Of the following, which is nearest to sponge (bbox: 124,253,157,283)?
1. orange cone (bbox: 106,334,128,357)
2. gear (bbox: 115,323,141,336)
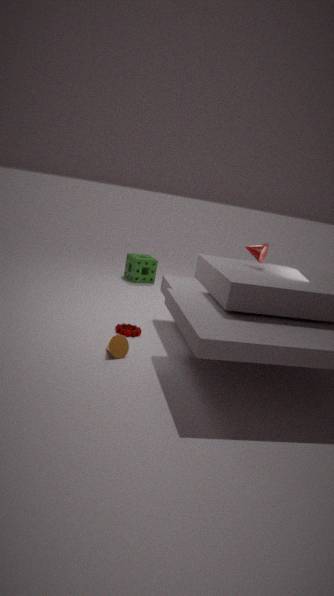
gear (bbox: 115,323,141,336)
